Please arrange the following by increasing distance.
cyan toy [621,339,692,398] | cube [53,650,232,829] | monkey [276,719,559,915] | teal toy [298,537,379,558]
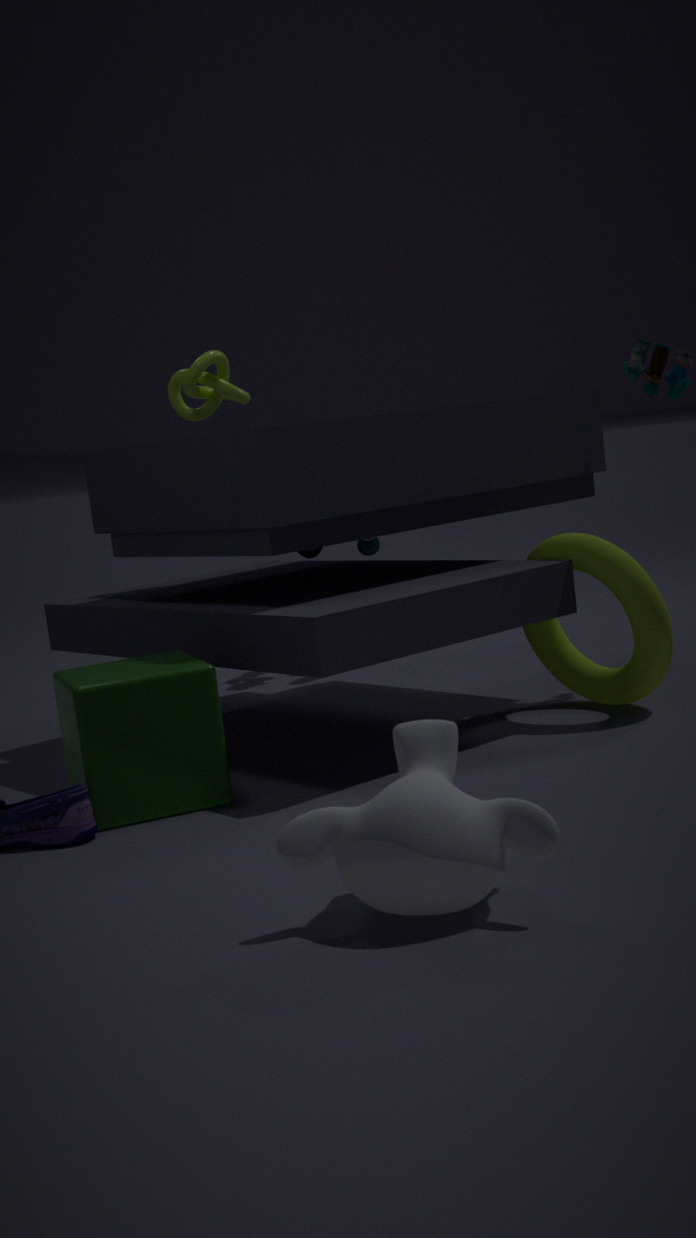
monkey [276,719,559,915] < cube [53,650,232,829] < cyan toy [621,339,692,398] < teal toy [298,537,379,558]
